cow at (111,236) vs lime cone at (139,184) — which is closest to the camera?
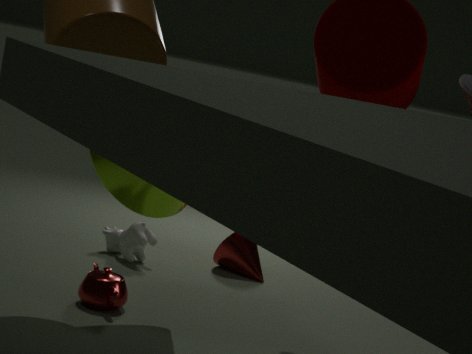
lime cone at (139,184)
